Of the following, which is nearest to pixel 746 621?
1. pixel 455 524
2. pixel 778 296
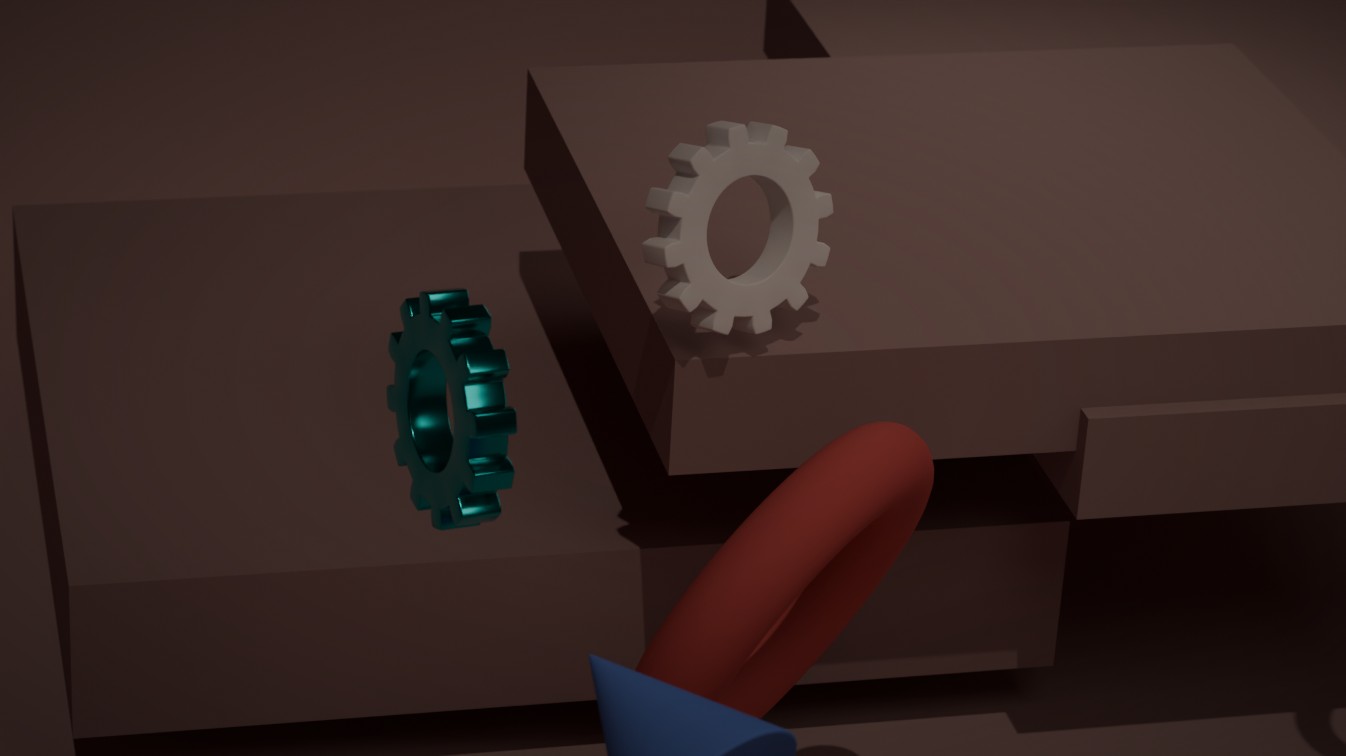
pixel 778 296
